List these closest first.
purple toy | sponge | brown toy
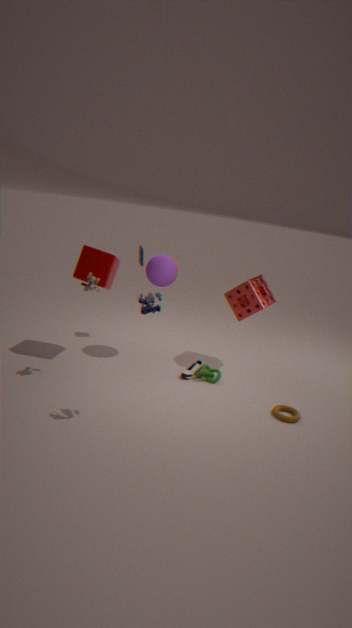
1. purple toy
2. brown toy
3. sponge
